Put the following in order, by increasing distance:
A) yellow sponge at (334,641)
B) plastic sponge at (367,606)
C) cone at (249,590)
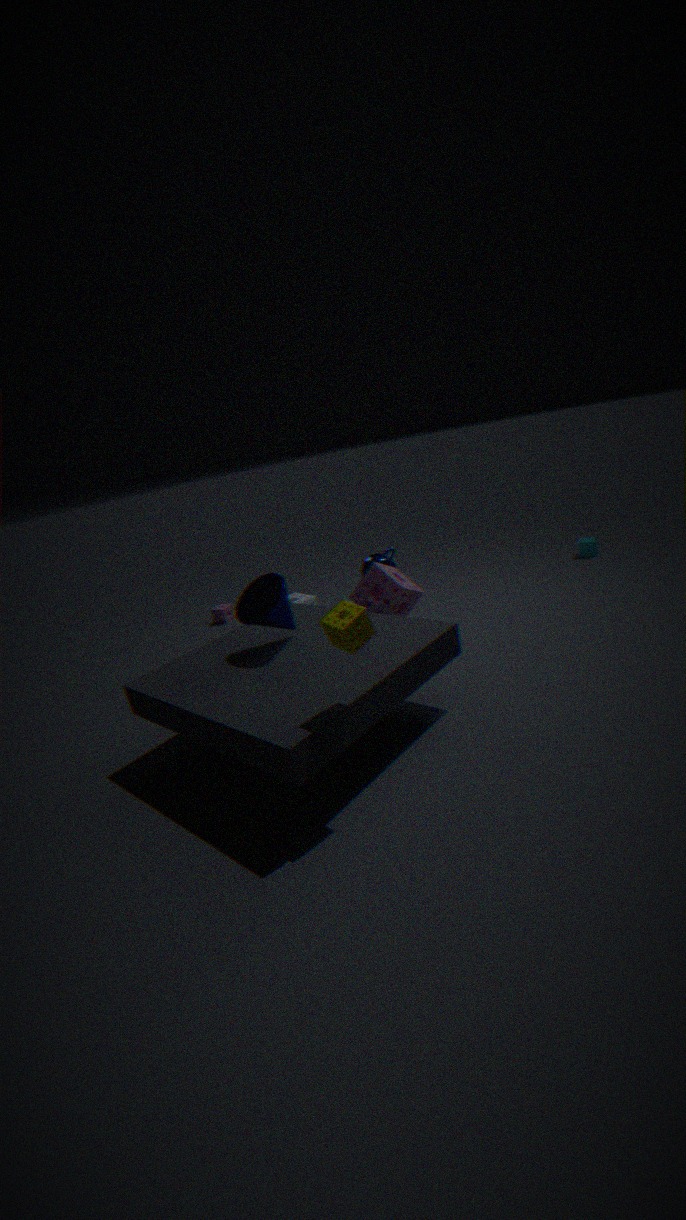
yellow sponge at (334,641)
cone at (249,590)
plastic sponge at (367,606)
